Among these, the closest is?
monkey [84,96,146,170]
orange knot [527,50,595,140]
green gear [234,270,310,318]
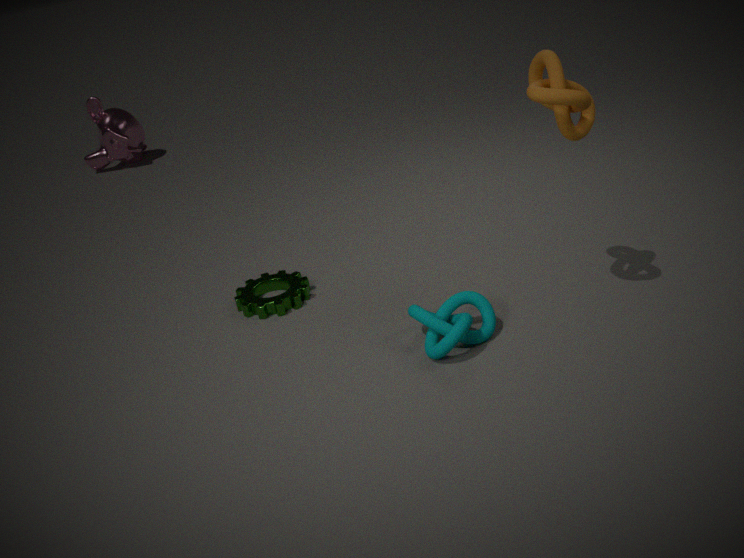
orange knot [527,50,595,140]
